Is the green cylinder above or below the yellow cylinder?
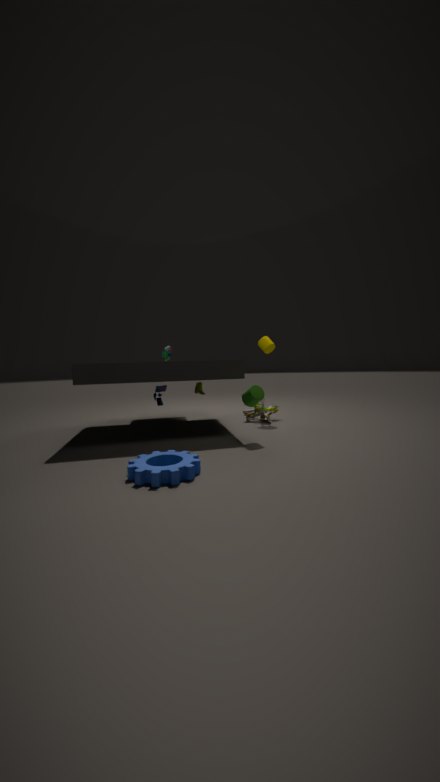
below
